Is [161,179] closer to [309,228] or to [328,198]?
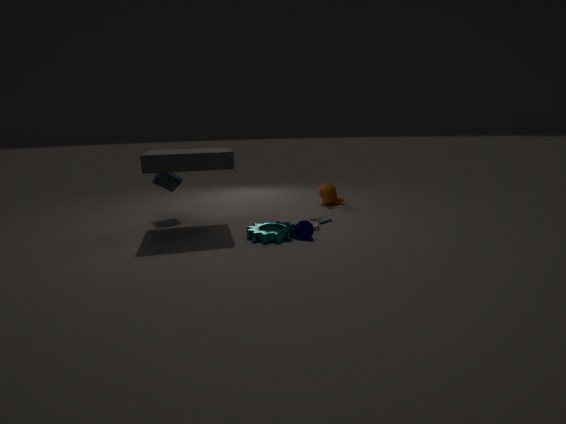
[309,228]
